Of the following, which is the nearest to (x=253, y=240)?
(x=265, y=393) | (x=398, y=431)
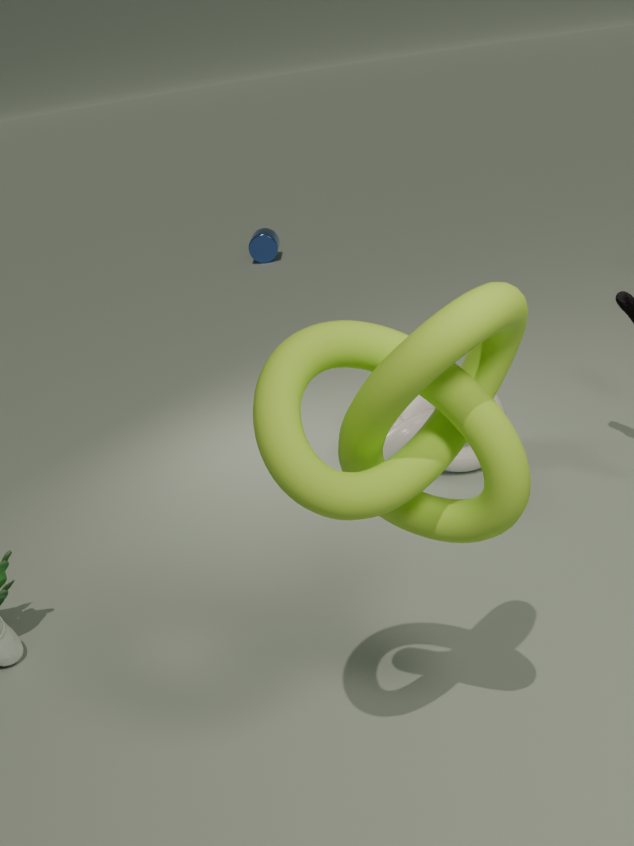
(x=398, y=431)
